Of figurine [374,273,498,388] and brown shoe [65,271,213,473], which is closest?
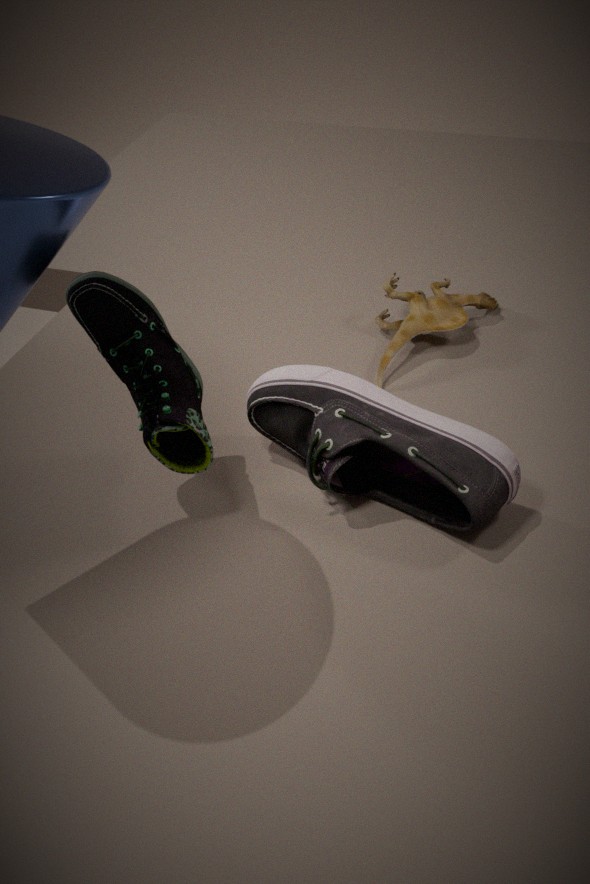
brown shoe [65,271,213,473]
